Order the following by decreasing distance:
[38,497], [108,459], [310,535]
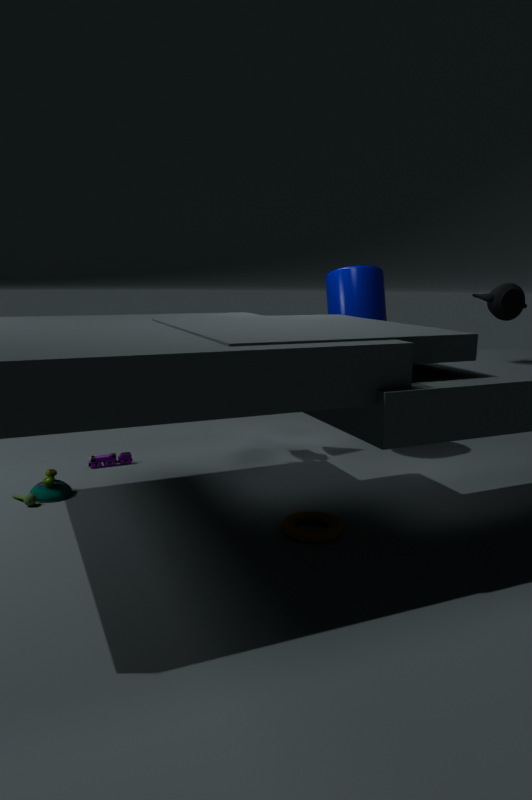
[108,459], [38,497], [310,535]
